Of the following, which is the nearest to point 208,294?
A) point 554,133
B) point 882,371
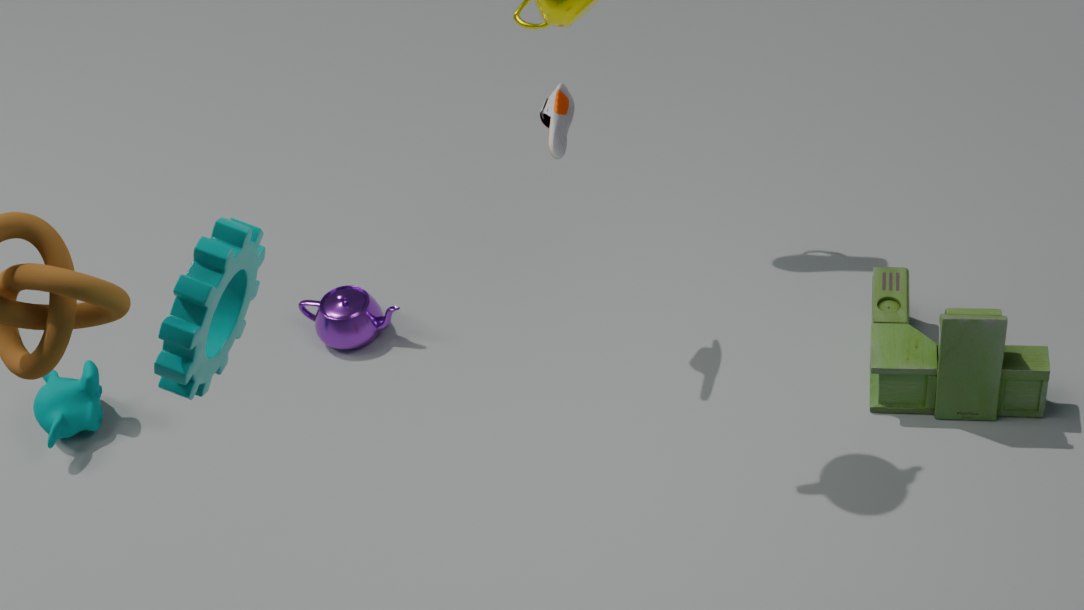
point 554,133
